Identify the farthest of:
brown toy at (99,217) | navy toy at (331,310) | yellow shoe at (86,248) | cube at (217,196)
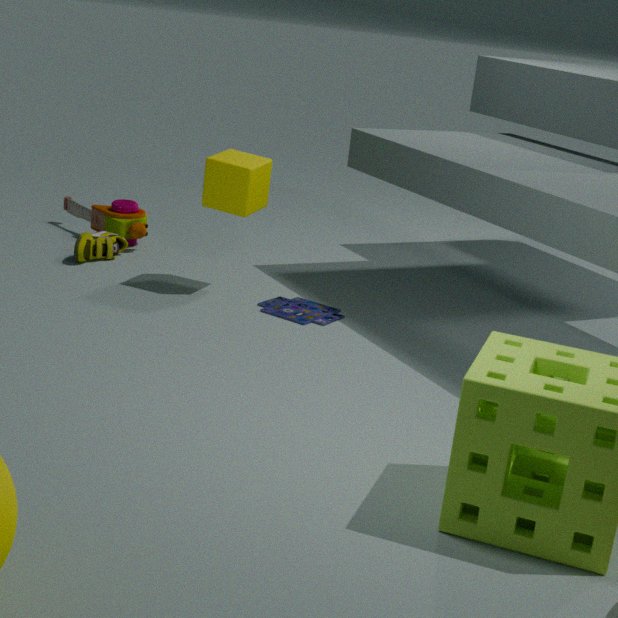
brown toy at (99,217)
